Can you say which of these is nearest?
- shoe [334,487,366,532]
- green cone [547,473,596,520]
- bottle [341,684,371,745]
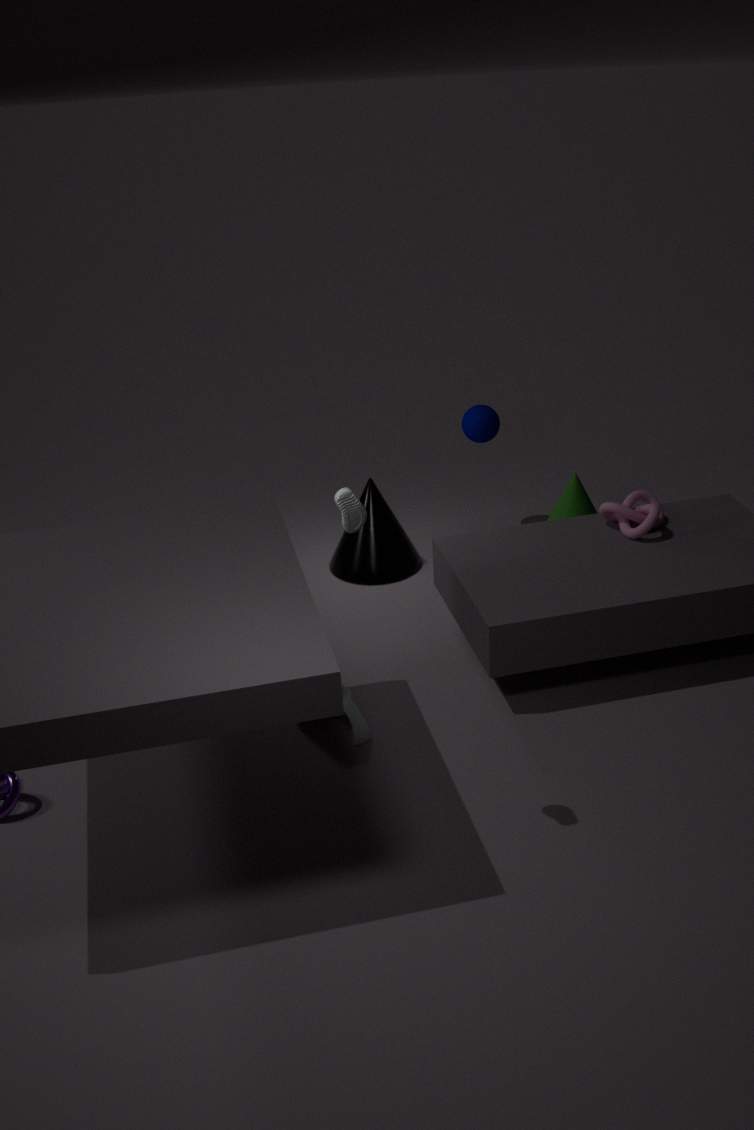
shoe [334,487,366,532]
